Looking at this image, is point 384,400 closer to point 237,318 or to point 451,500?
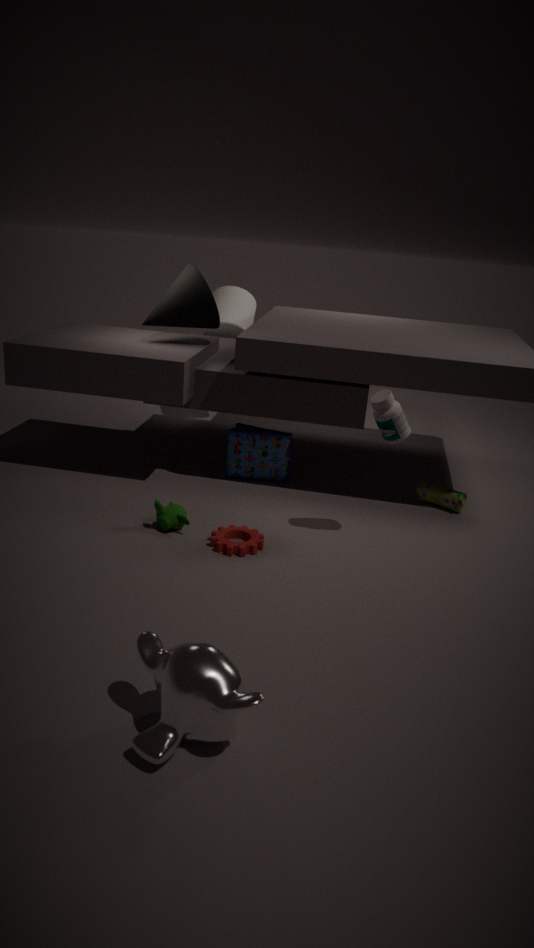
point 451,500
